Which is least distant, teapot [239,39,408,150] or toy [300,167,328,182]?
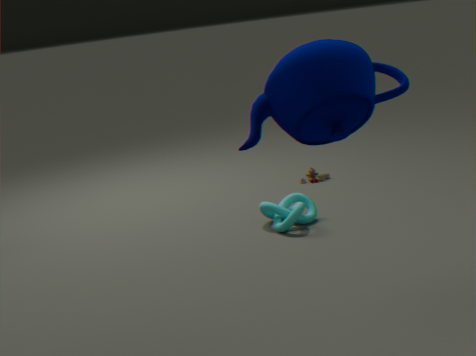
teapot [239,39,408,150]
